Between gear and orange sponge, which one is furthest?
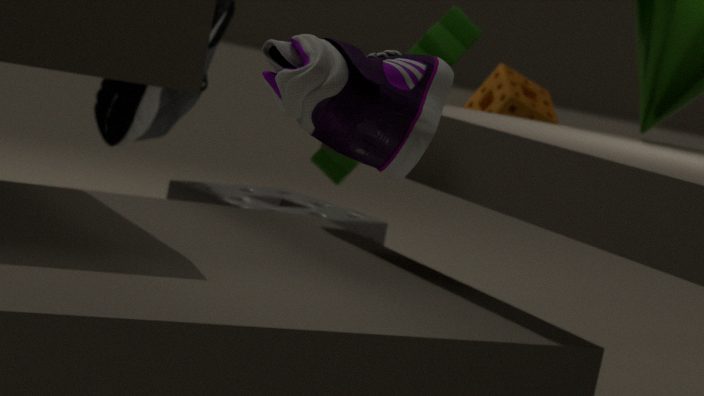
orange sponge
